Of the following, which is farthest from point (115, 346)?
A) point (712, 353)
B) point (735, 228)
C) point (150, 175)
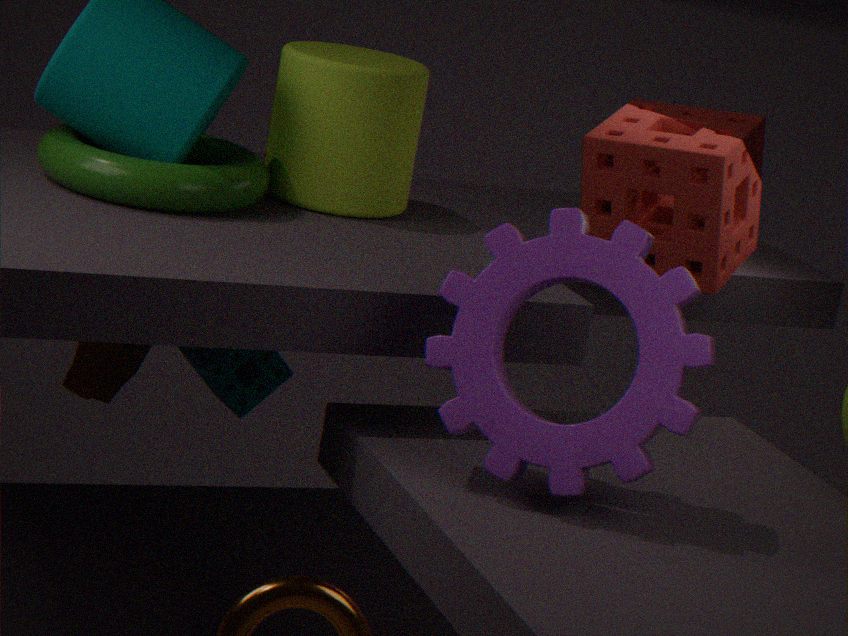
point (735, 228)
